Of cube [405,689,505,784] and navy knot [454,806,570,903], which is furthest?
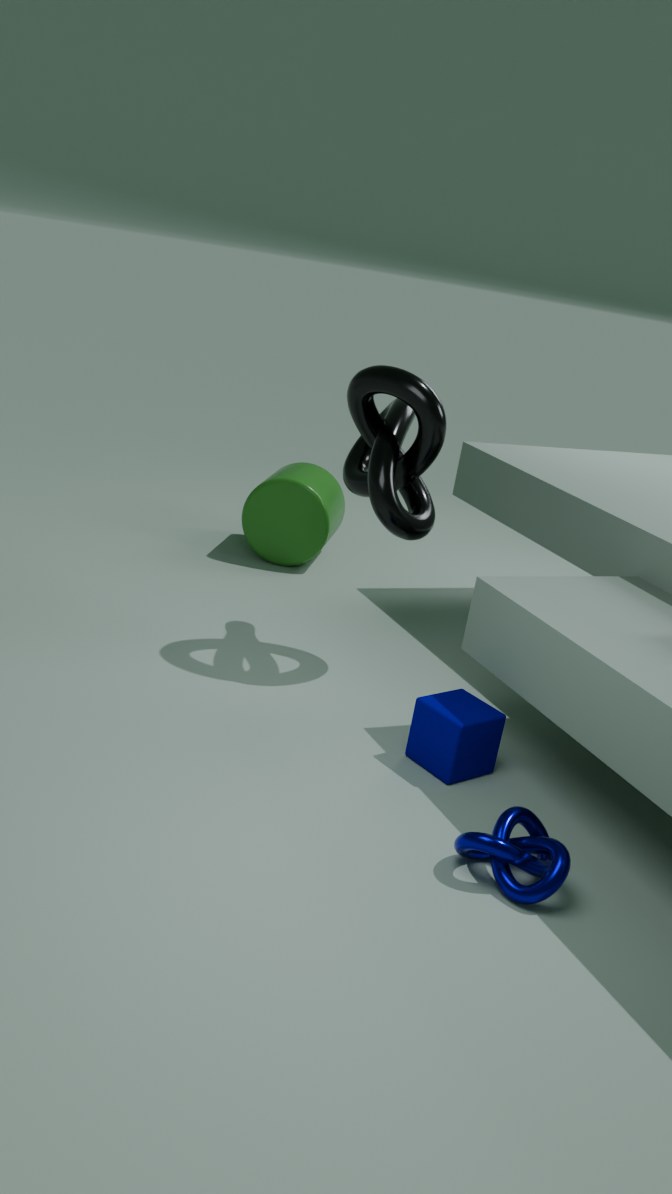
cube [405,689,505,784]
